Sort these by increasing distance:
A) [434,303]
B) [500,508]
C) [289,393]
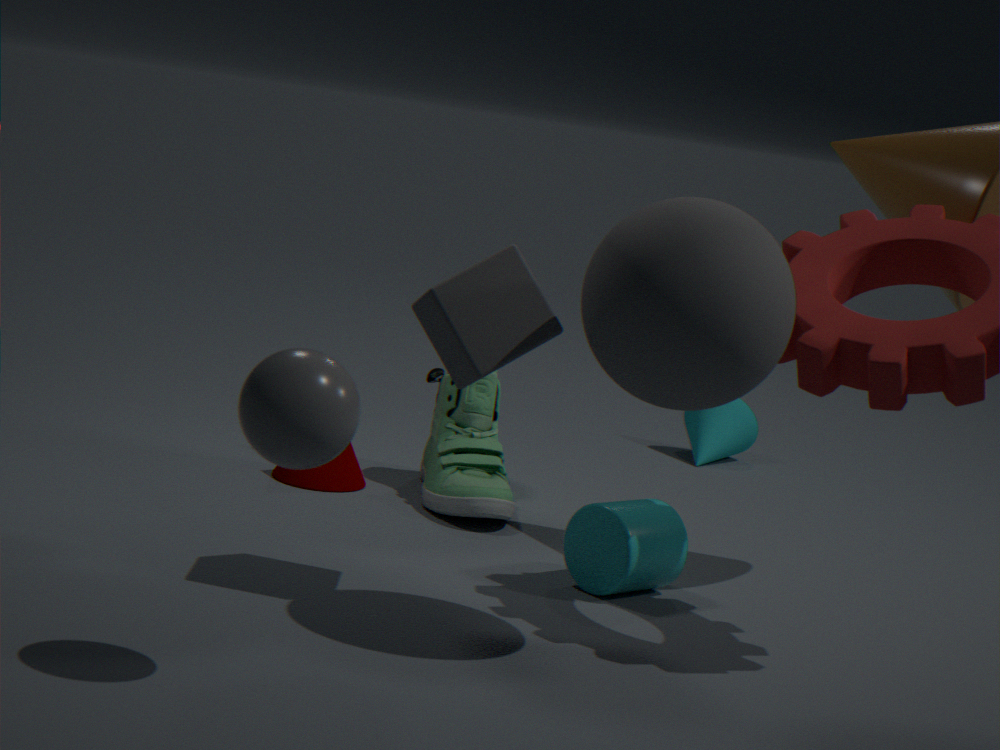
[289,393] → [434,303] → [500,508]
